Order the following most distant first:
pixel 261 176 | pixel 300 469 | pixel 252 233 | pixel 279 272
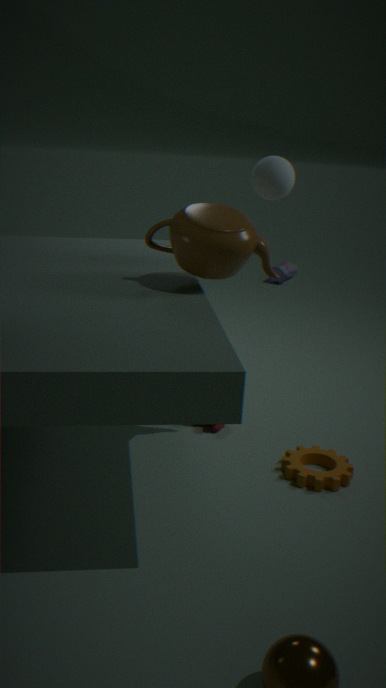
pixel 279 272
pixel 261 176
pixel 300 469
pixel 252 233
